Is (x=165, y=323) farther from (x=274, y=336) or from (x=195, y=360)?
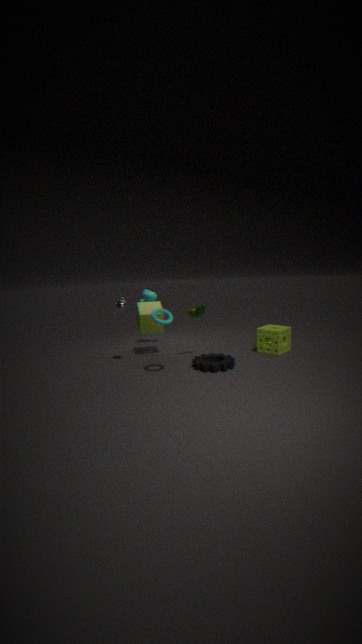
(x=274, y=336)
